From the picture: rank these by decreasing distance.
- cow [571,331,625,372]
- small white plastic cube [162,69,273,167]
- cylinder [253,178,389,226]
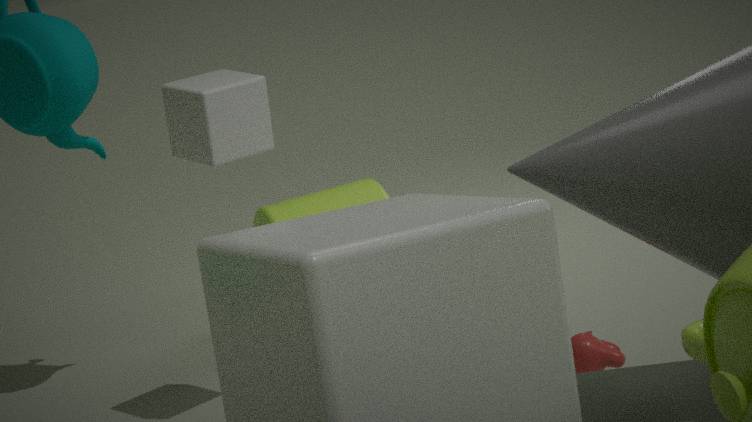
cylinder [253,178,389,226] → small white plastic cube [162,69,273,167] → cow [571,331,625,372]
